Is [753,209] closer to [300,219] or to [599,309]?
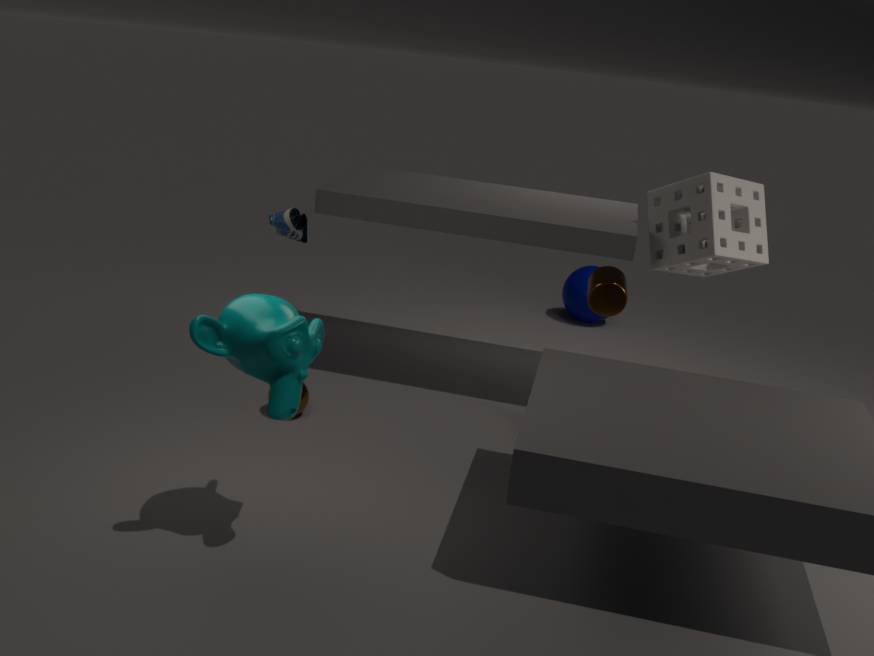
[599,309]
